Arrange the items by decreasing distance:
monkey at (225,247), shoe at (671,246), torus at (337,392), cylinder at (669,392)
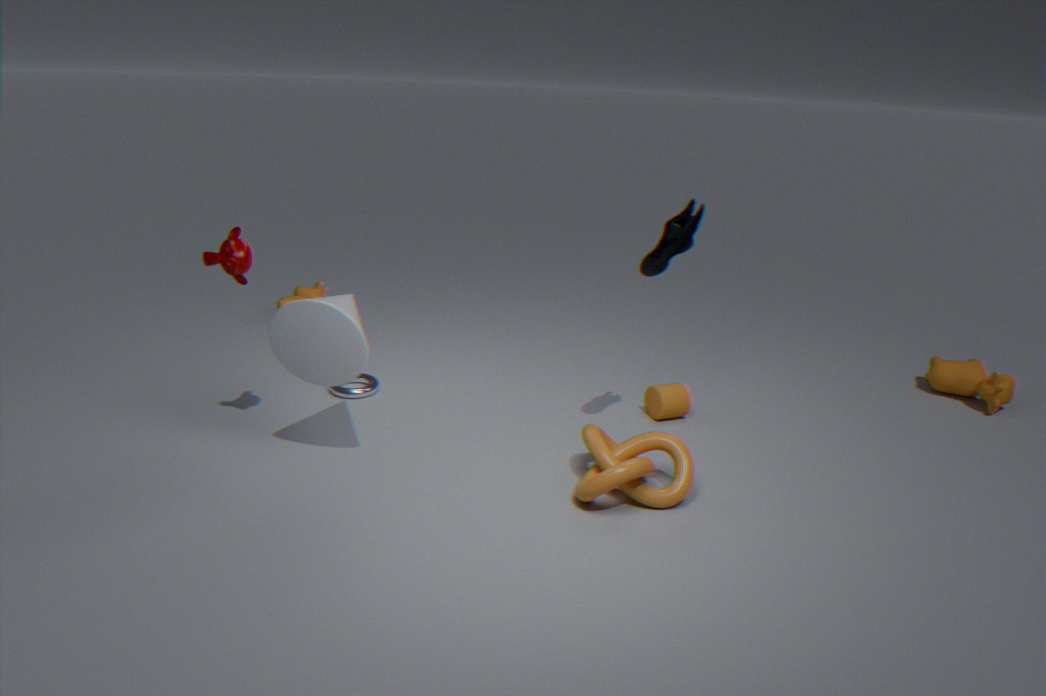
torus at (337,392) → cylinder at (669,392) → shoe at (671,246) → monkey at (225,247)
